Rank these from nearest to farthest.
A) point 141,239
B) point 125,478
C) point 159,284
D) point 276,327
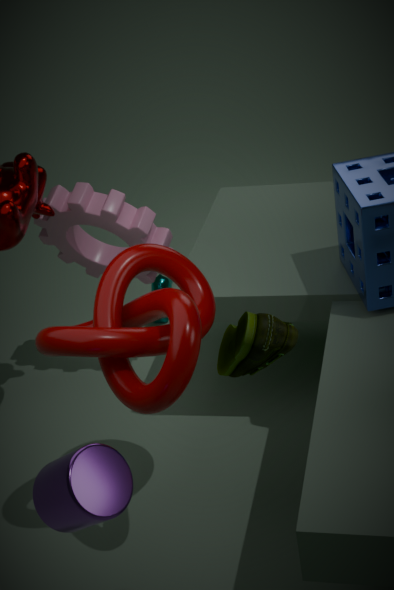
1. point 276,327
2. point 125,478
3. point 141,239
4. point 159,284
